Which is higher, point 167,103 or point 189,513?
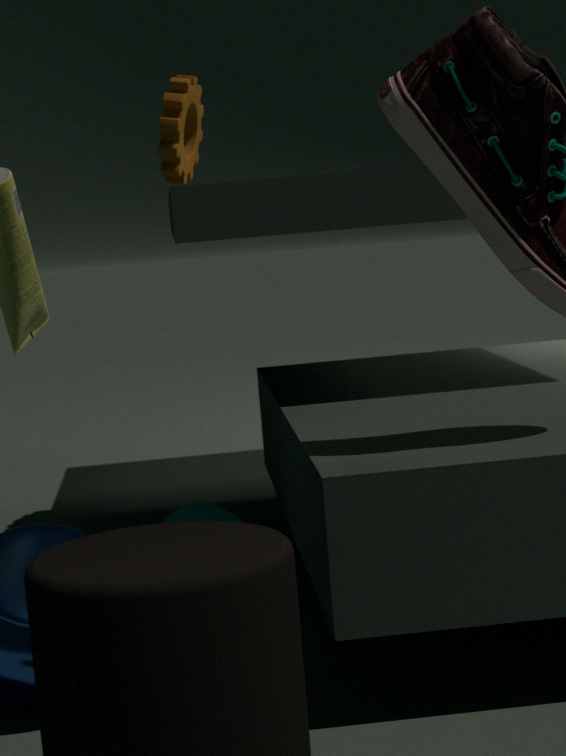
point 167,103
